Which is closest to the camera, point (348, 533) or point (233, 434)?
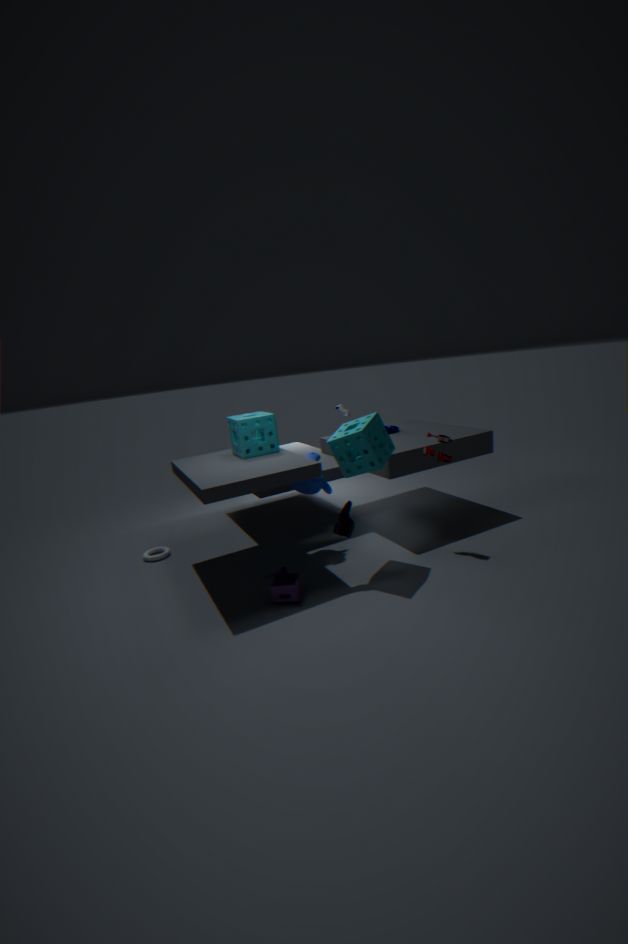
point (348, 533)
